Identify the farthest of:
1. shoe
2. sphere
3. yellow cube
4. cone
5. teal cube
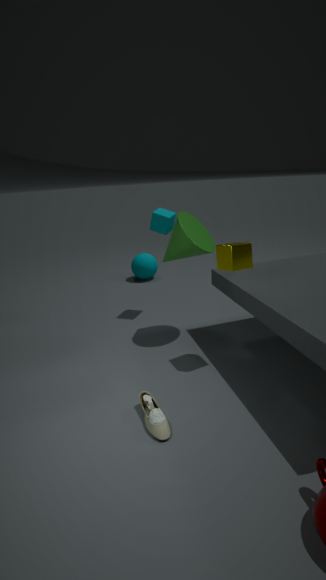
sphere
